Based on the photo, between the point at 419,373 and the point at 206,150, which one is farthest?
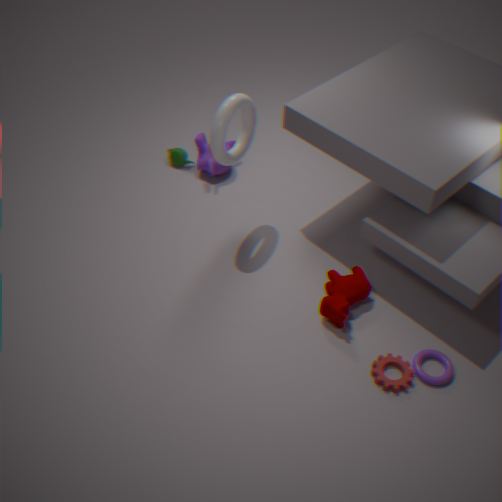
the point at 206,150
